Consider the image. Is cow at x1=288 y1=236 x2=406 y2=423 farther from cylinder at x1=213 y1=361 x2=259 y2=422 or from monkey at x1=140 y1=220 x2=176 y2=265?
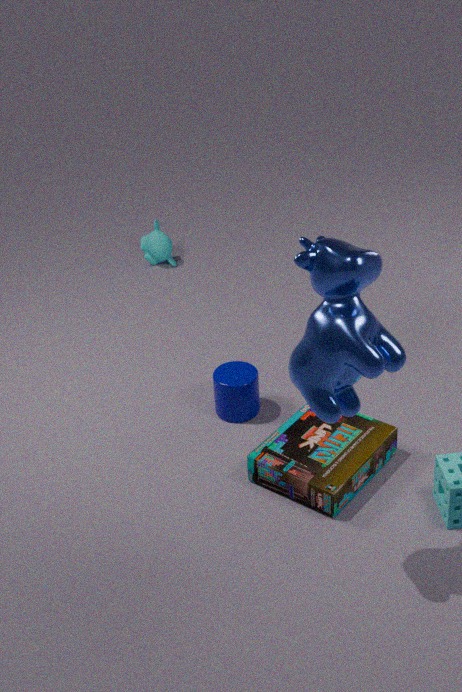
monkey at x1=140 y1=220 x2=176 y2=265
